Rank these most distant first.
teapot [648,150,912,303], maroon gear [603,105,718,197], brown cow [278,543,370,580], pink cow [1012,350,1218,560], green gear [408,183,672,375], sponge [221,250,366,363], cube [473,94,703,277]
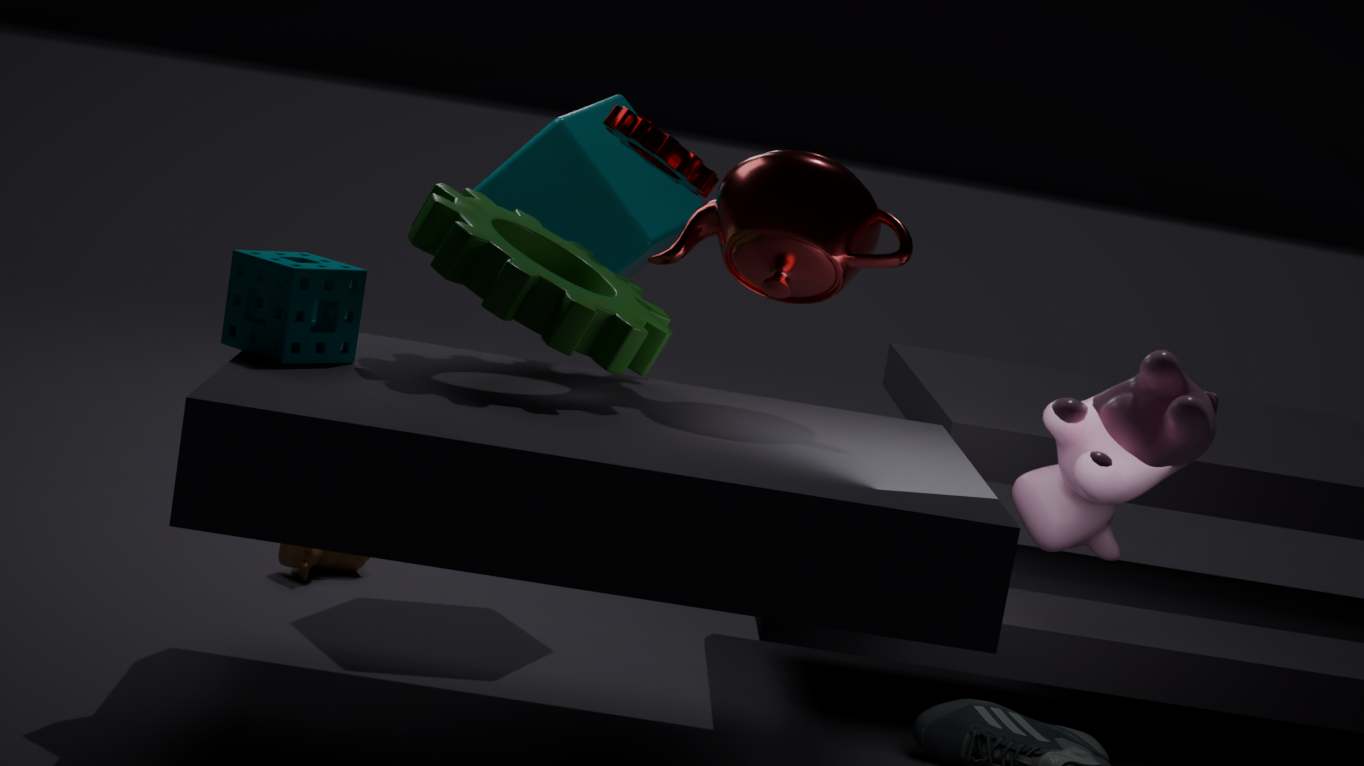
1. brown cow [278,543,370,580]
2. cube [473,94,703,277]
3. maroon gear [603,105,718,197]
4. teapot [648,150,912,303]
5. pink cow [1012,350,1218,560]
6. green gear [408,183,672,375]
7. sponge [221,250,366,363]
